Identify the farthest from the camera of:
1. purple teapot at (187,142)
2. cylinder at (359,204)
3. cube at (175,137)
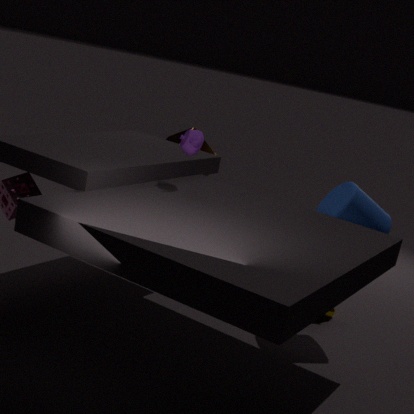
cube at (175,137)
